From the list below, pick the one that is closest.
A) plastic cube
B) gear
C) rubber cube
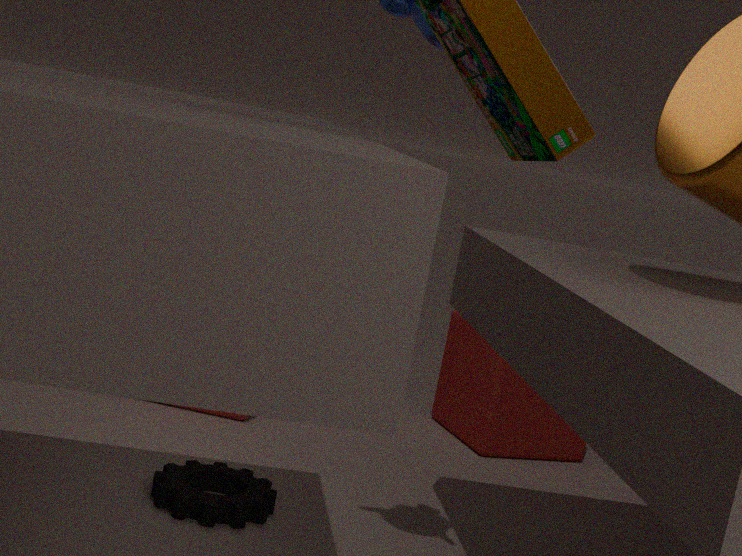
gear
